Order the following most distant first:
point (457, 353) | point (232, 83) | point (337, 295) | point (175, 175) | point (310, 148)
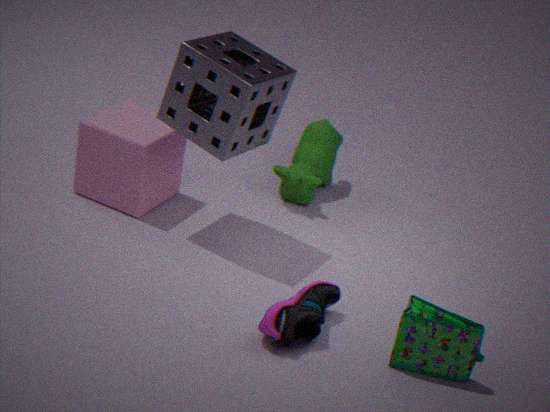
point (310, 148) < point (175, 175) < point (337, 295) < point (232, 83) < point (457, 353)
